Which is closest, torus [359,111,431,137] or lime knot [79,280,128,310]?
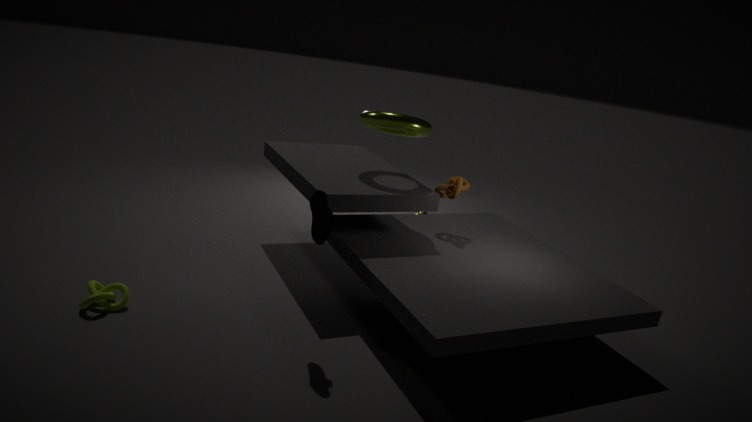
lime knot [79,280,128,310]
